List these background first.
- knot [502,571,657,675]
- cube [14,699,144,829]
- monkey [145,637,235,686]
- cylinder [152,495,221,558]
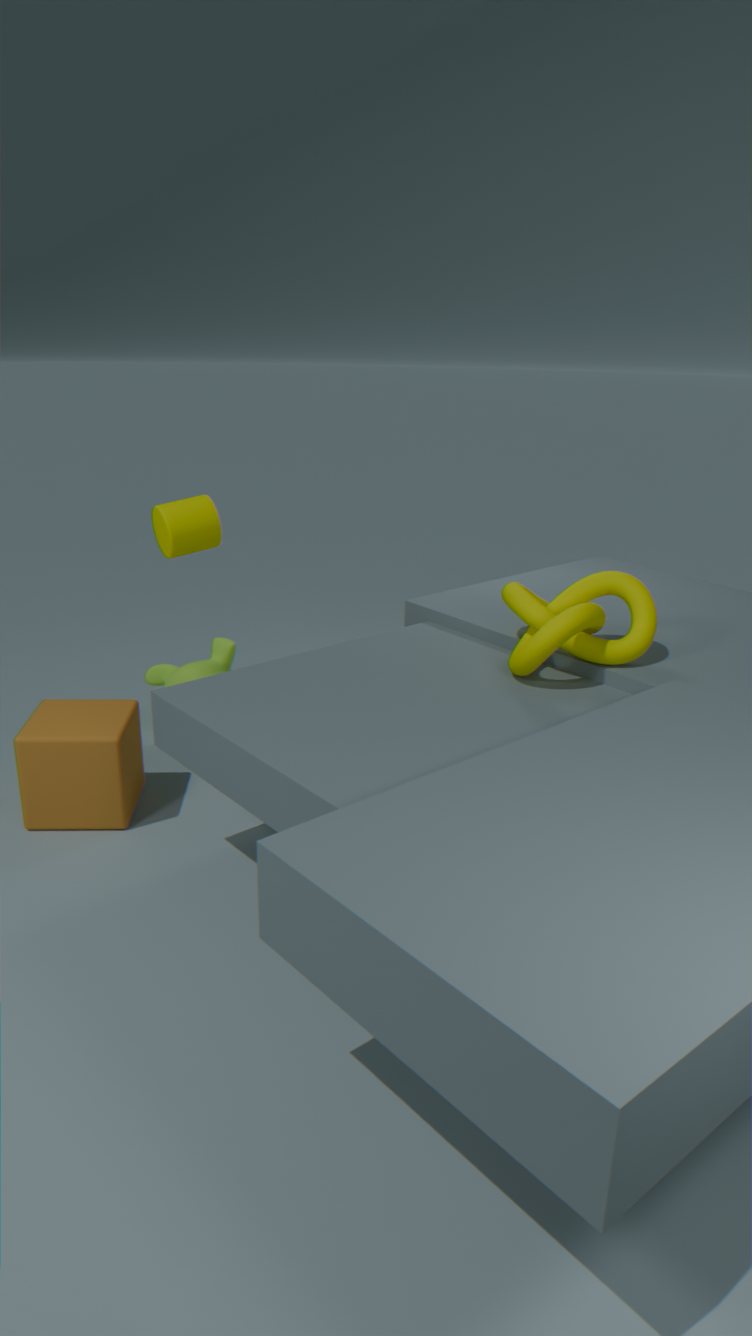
monkey [145,637,235,686], cube [14,699,144,829], cylinder [152,495,221,558], knot [502,571,657,675]
